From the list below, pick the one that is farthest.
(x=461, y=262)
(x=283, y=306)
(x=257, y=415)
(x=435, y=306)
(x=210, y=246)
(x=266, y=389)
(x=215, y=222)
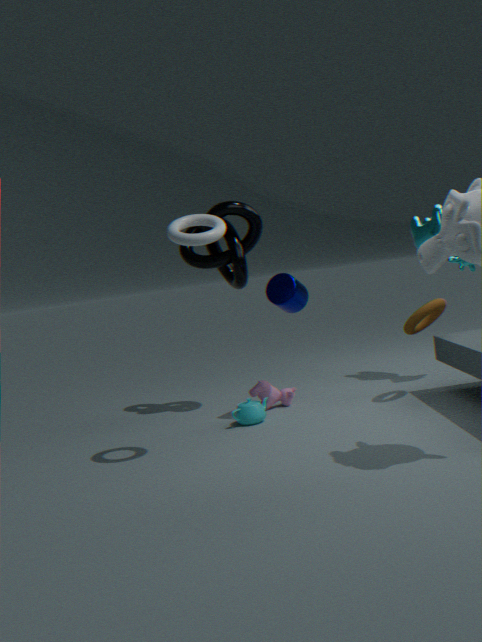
(x=210, y=246)
